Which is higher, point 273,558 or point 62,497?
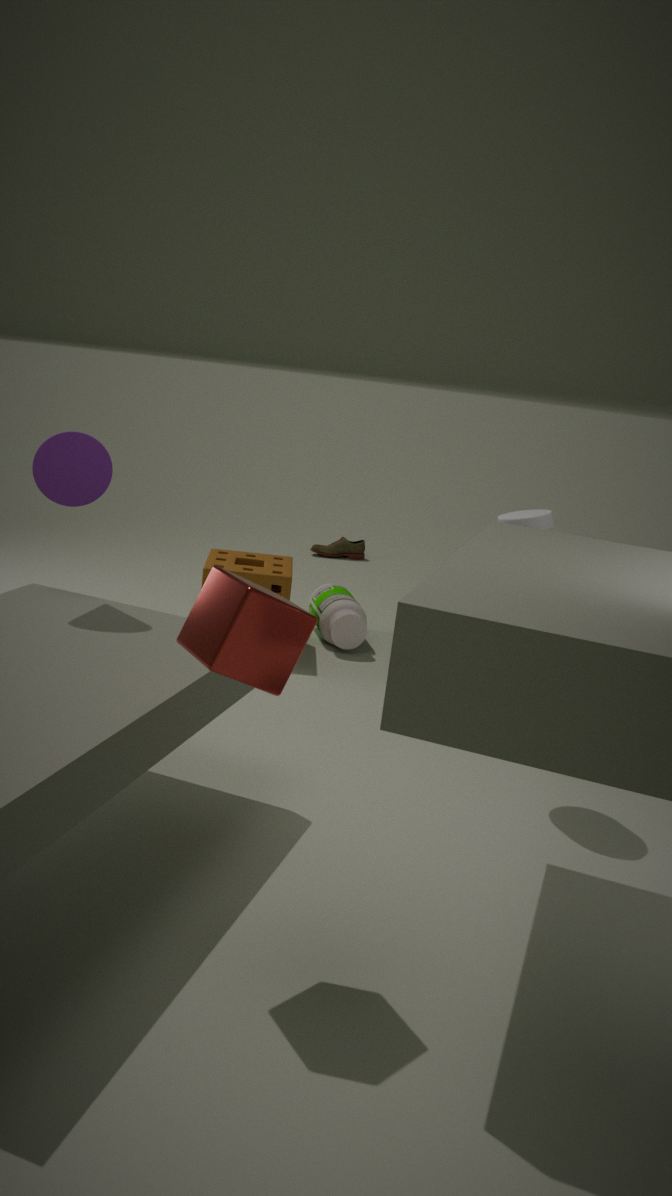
point 62,497
